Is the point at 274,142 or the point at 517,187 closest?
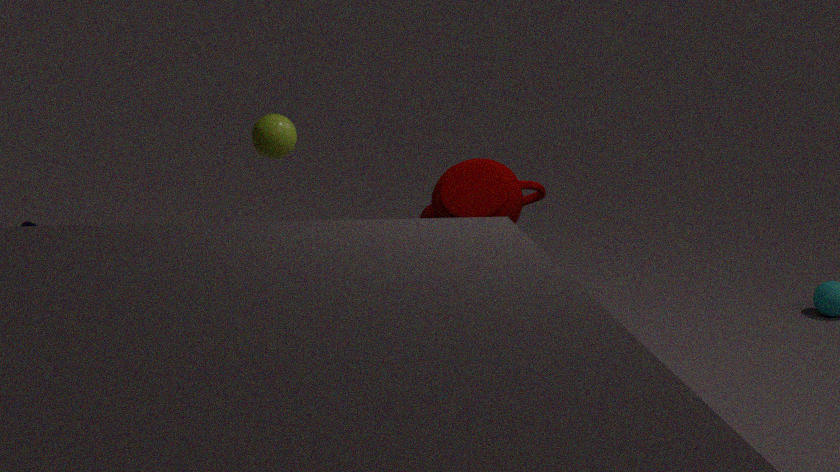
the point at 517,187
